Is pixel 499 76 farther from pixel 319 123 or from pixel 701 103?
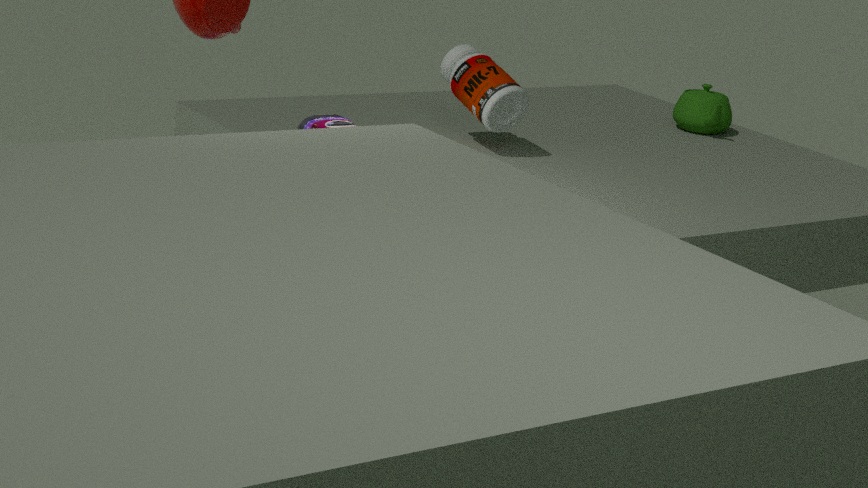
pixel 701 103
